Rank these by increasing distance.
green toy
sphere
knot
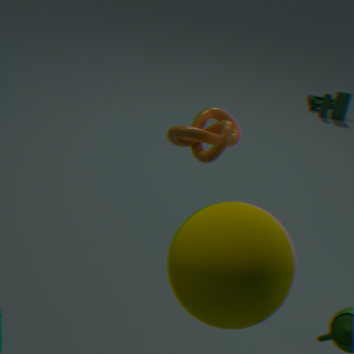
sphere → knot → green toy
